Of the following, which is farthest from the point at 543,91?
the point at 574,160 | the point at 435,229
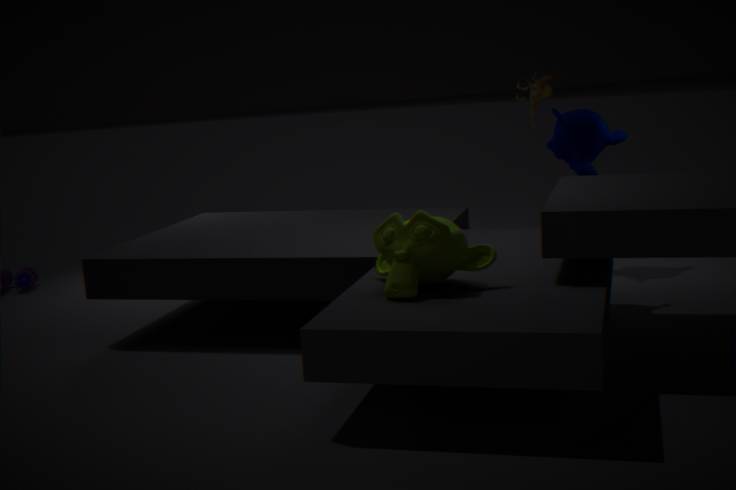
the point at 435,229
